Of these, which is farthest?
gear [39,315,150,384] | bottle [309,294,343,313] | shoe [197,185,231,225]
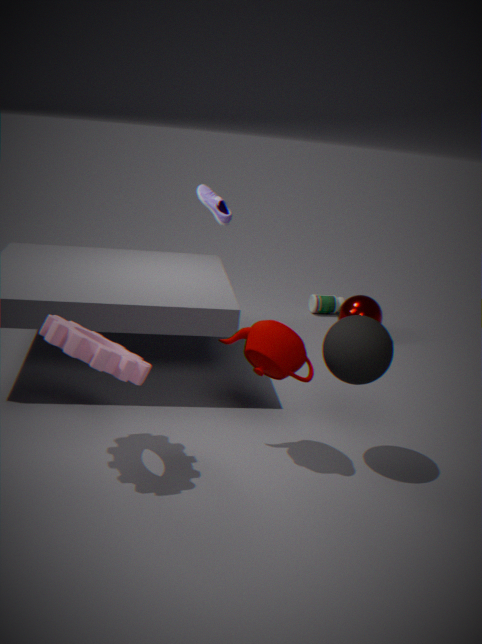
bottle [309,294,343,313]
